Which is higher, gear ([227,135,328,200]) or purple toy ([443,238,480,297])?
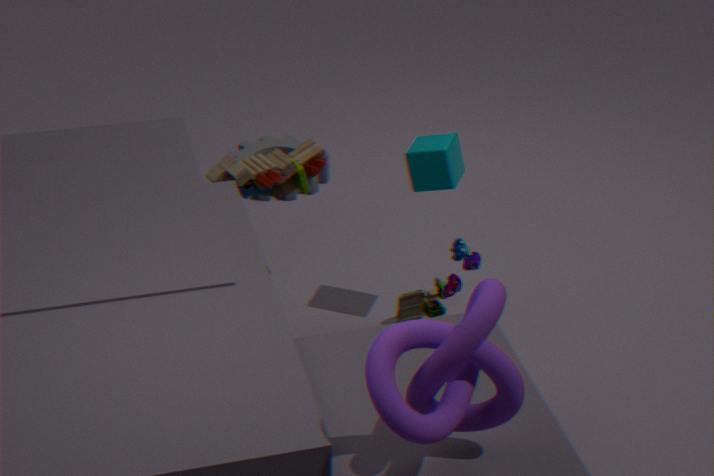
purple toy ([443,238,480,297])
